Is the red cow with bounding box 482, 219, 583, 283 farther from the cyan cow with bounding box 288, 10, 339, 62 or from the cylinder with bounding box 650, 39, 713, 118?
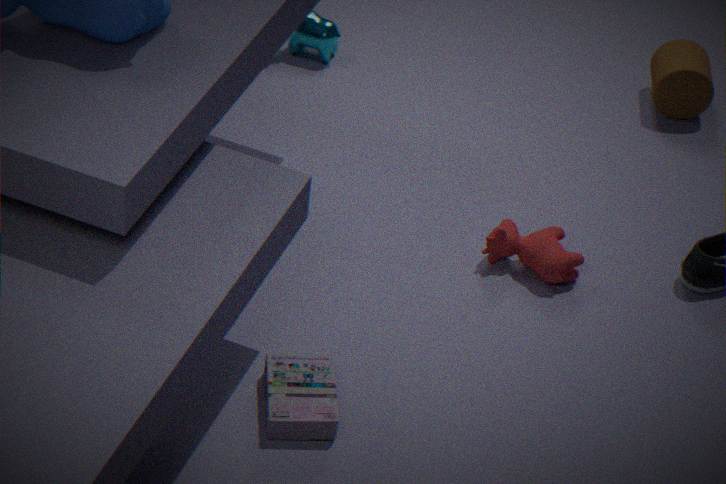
the cyan cow with bounding box 288, 10, 339, 62
